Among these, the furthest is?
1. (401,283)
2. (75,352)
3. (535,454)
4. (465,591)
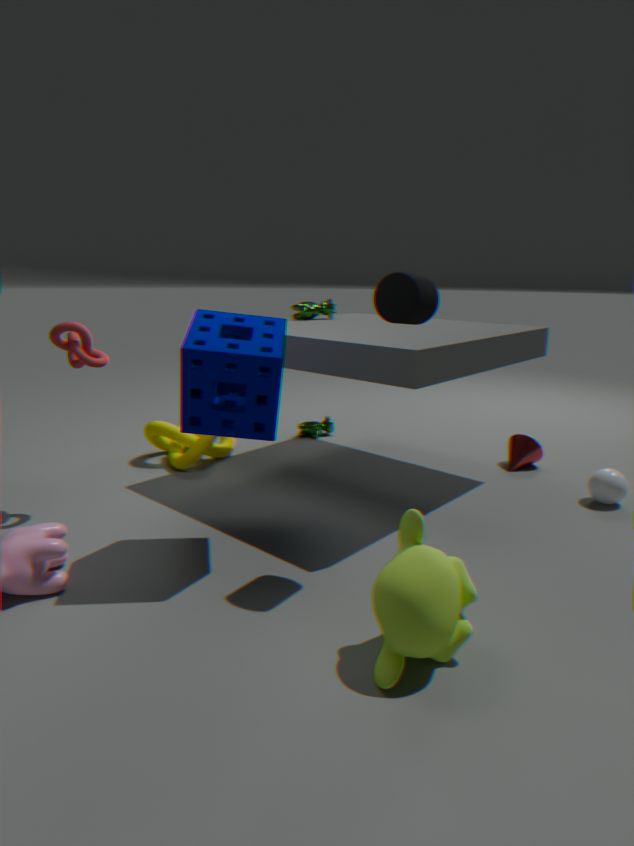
(535,454)
